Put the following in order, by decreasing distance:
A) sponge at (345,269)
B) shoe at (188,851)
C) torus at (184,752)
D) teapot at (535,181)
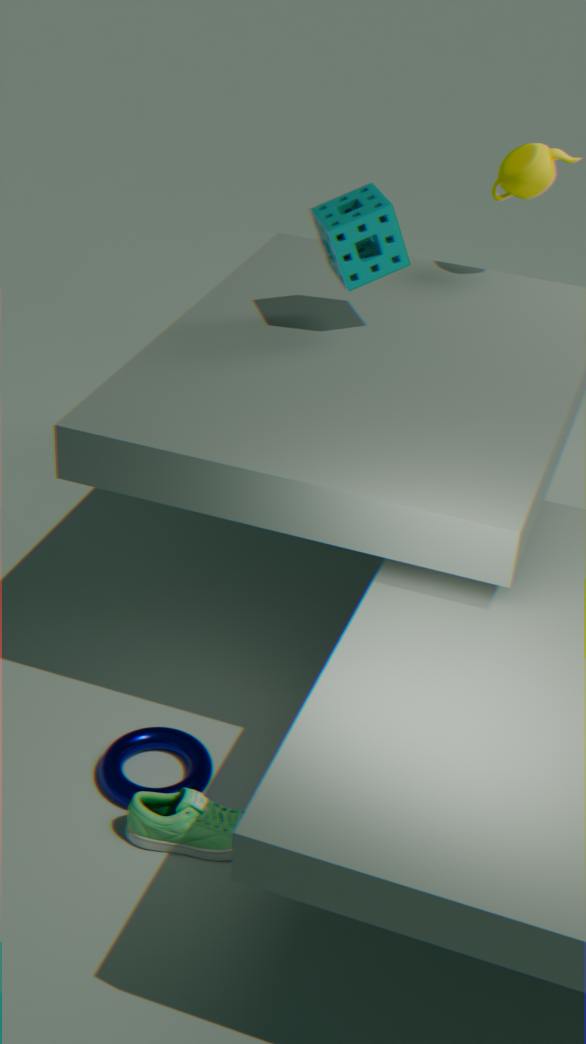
teapot at (535,181) → sponge at (345,269) → torus at (184,752) → shoe at (188,851)
